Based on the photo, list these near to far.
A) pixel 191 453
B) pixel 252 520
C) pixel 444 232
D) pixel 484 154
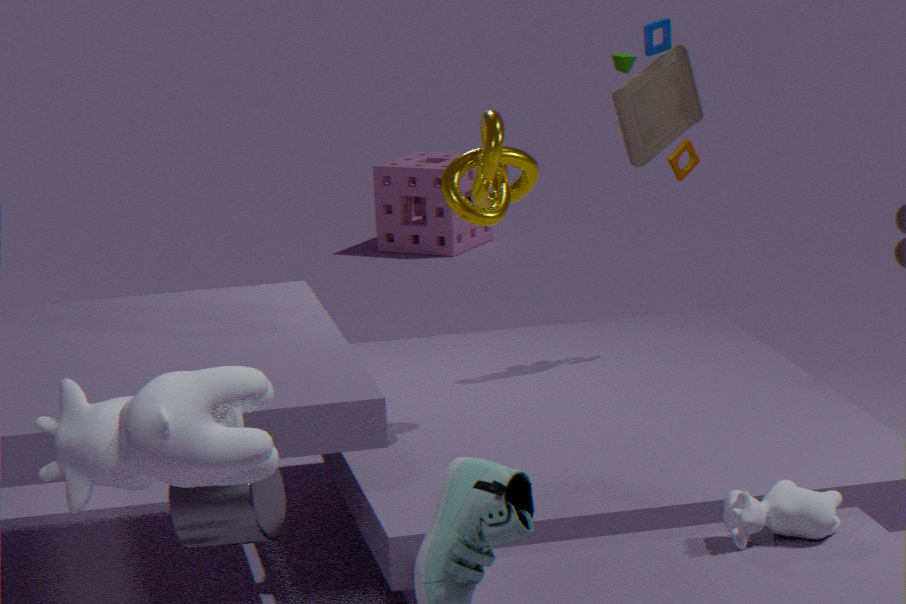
pixel 191 453, pixel 252 520, pixel 484 154, pixel 444 232
